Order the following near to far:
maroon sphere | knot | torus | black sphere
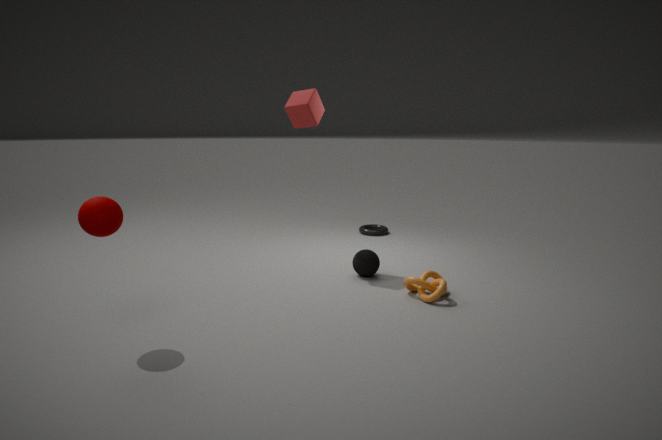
maroon sphere, knot, black sphere, torus
